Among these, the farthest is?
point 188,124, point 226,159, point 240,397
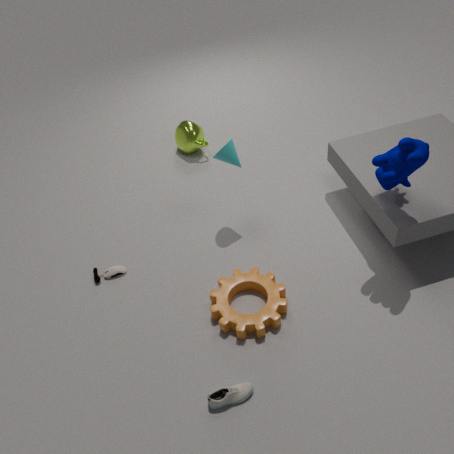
point 188,124
